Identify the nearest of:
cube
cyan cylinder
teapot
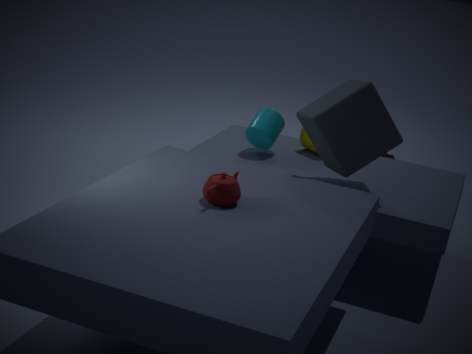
A: teapot
